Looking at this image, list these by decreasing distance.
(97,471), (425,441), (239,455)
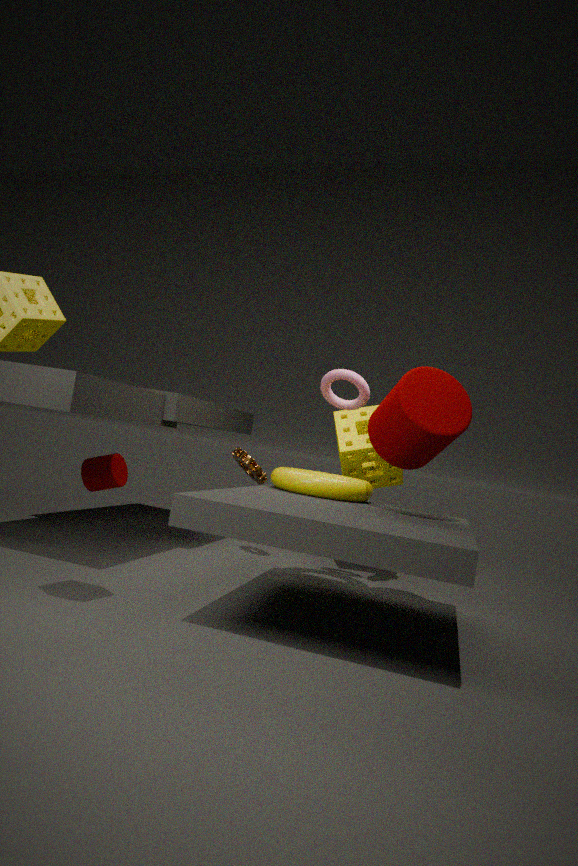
1. (239,455)
2. (97,471)
3. (425,441)
